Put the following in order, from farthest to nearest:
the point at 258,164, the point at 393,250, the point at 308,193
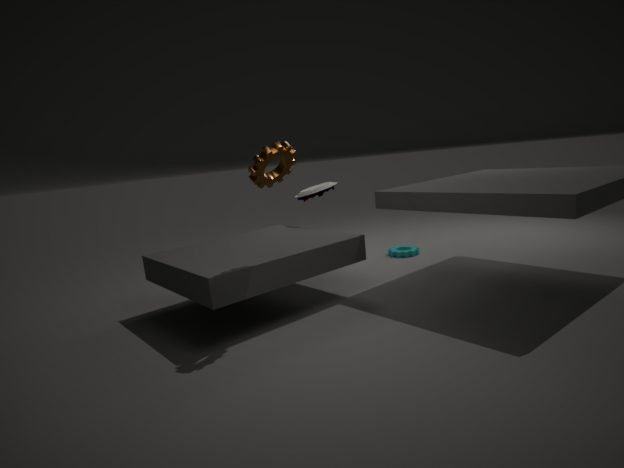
the point at 393,250 < the point at 308,193 < the point at 258,164
